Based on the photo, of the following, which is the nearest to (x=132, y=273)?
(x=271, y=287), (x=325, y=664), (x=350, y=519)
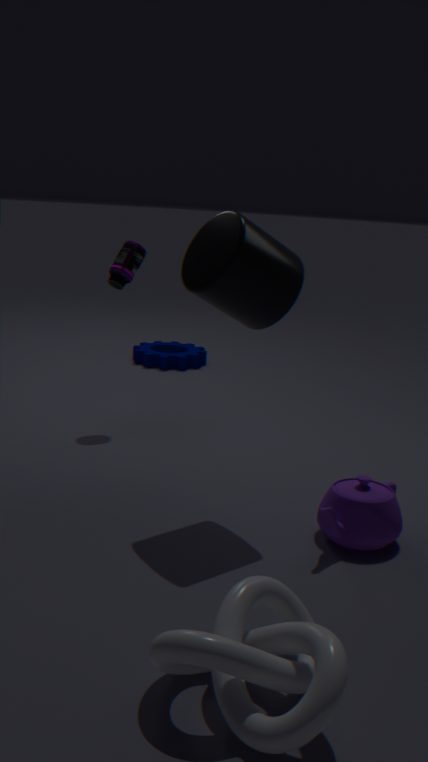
(x=271, y=287)
